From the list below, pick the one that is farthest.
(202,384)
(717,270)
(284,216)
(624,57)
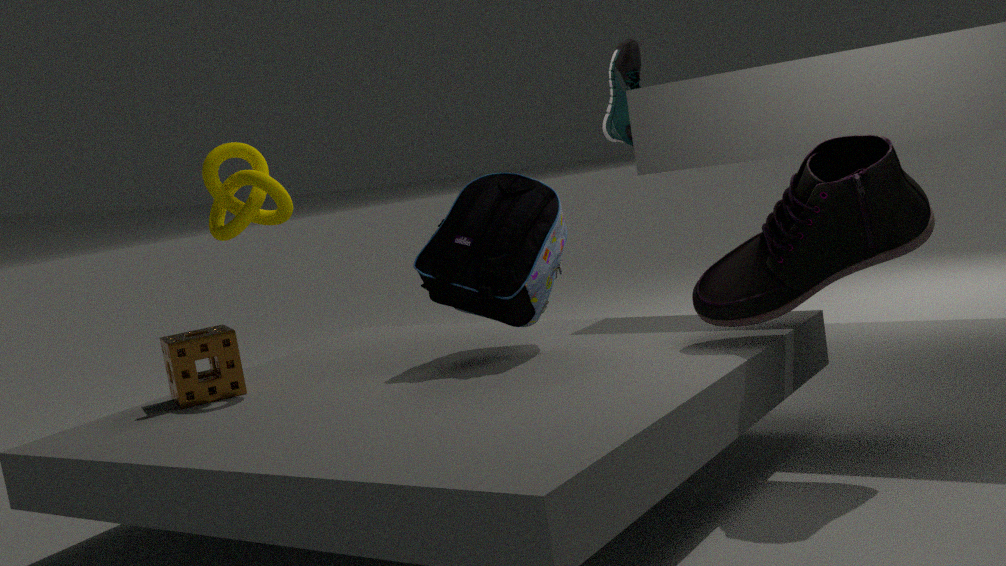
(624,57)
